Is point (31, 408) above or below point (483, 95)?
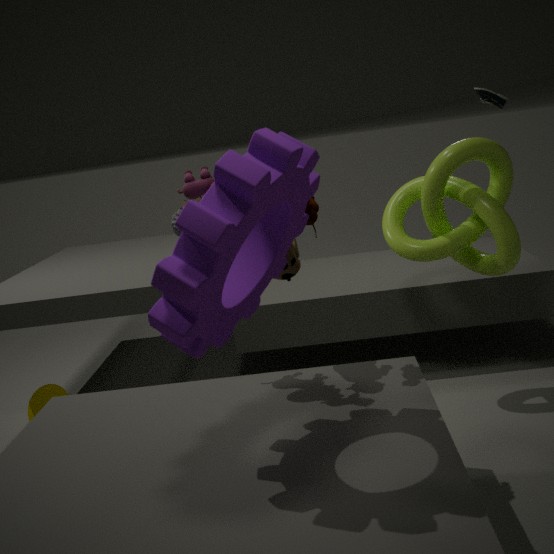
below
